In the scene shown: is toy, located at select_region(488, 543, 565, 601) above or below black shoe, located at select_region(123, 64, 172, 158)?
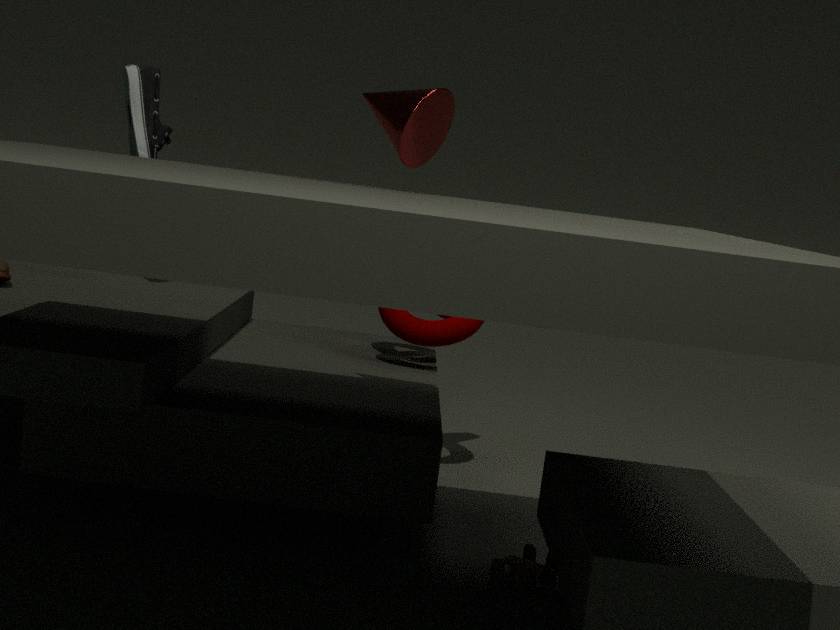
below
